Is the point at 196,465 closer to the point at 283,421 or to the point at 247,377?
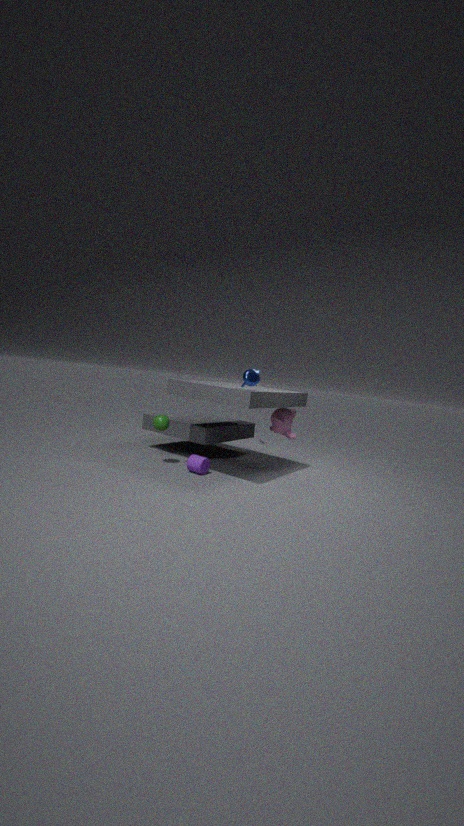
the point at 247,377
